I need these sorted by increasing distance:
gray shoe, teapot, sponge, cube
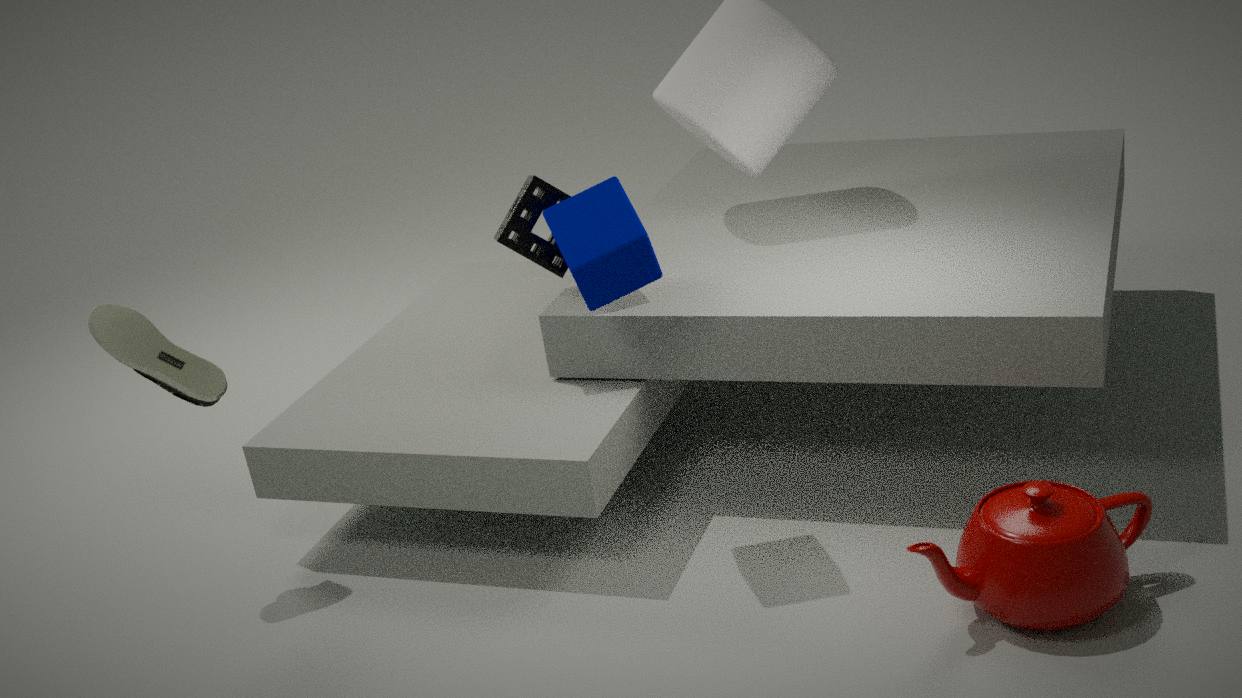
teapot, cube, gray shoe, sponge
